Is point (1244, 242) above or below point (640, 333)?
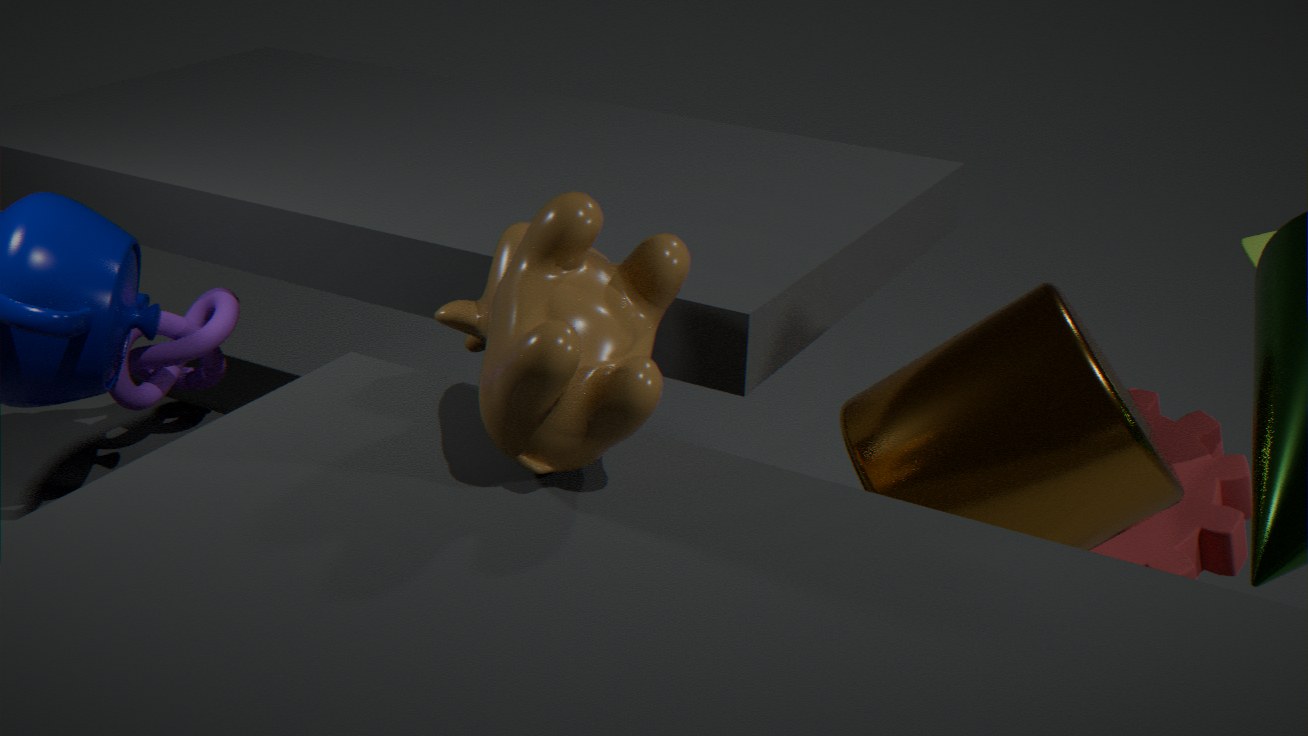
below
